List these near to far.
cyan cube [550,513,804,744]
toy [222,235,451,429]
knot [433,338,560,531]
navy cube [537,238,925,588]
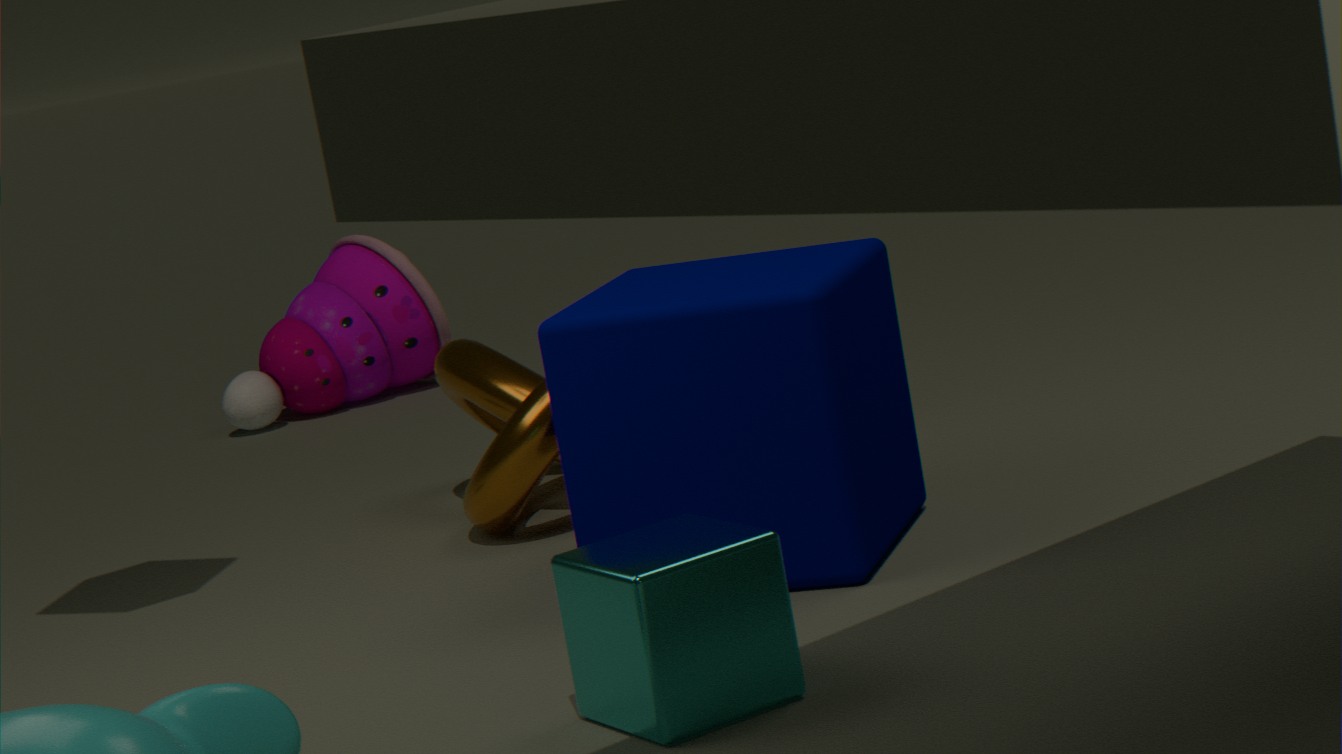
cyan cube [550,513,804,744]
navy cube [537,238,925,588]
knot [433,338,560,531]
toy [222,235,451,429]
